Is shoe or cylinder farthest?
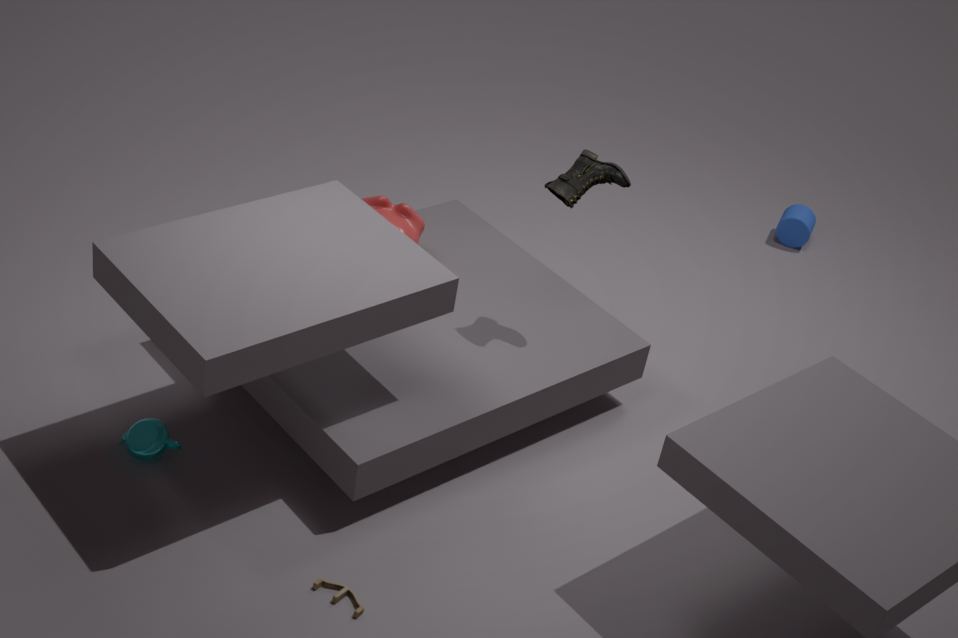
cylinder
